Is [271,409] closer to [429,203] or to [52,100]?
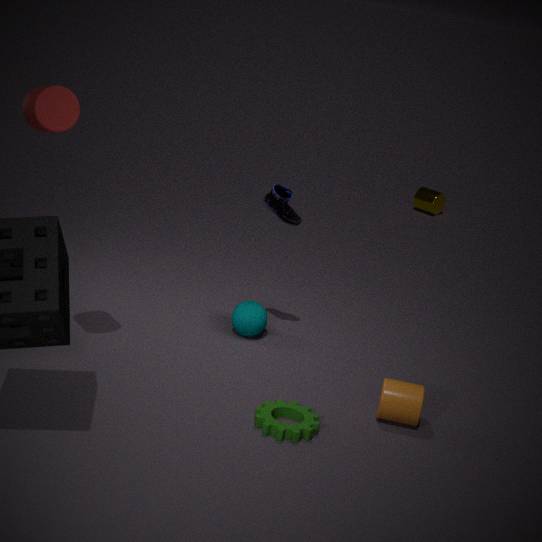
[52,100]
